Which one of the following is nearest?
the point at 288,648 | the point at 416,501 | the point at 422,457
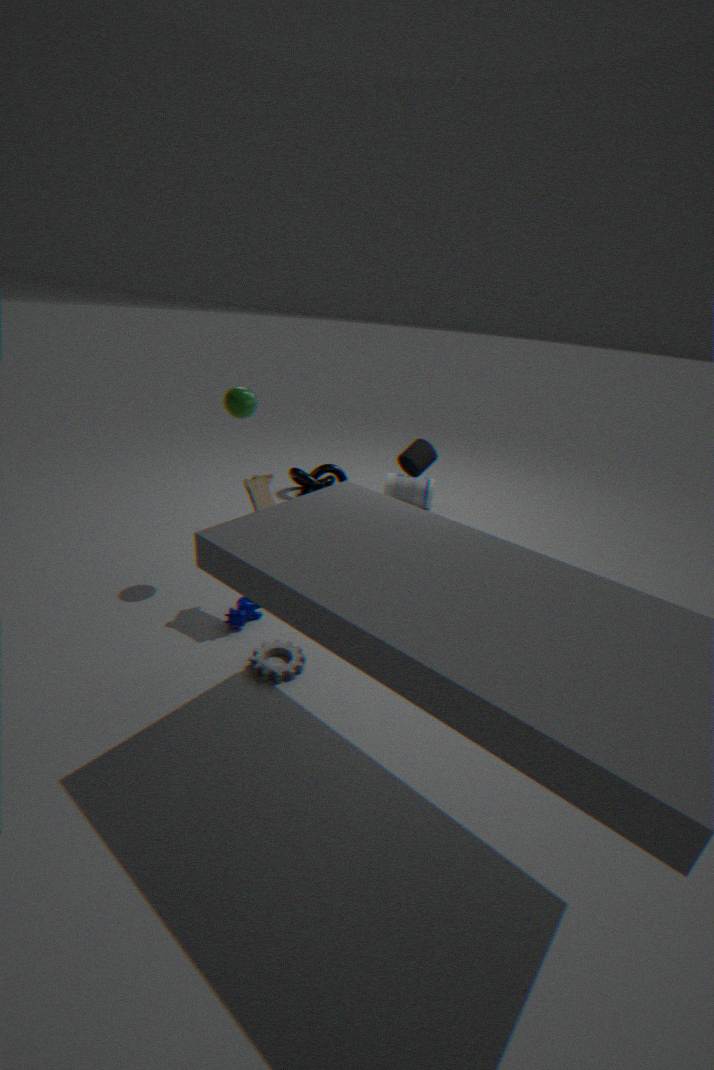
the point at 288,648
